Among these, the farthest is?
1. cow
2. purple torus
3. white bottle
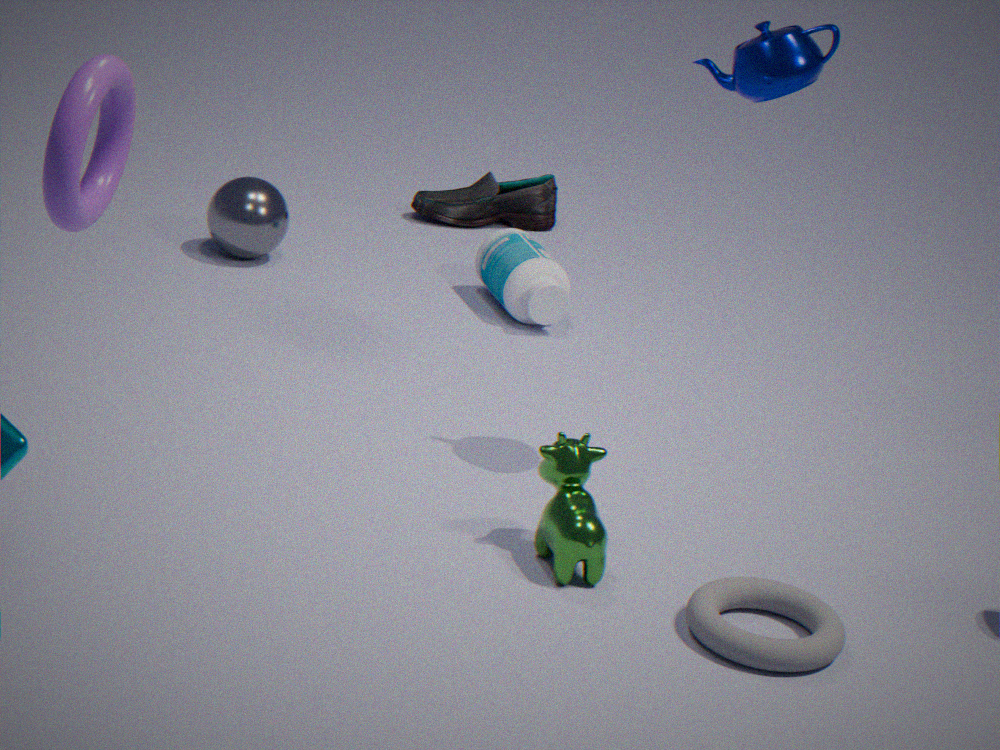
white bottle
